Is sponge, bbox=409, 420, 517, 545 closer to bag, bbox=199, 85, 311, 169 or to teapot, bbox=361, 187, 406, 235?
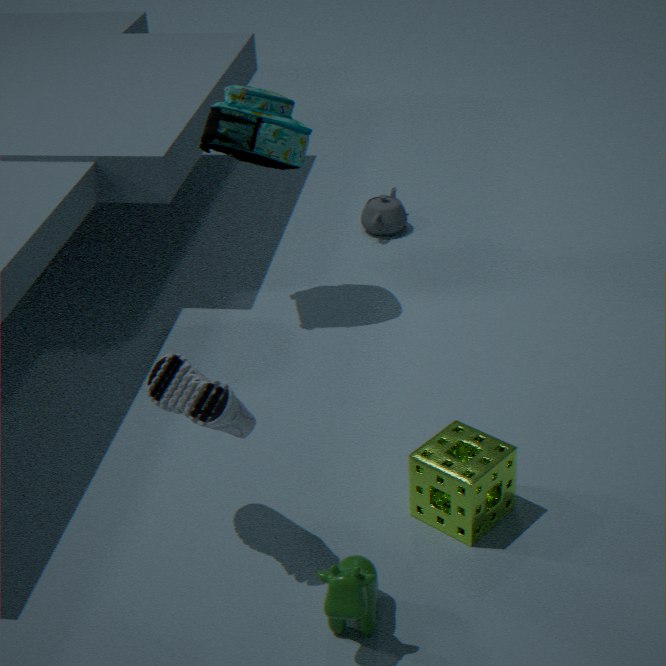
bag, bbox=199, 85, 311, 169
